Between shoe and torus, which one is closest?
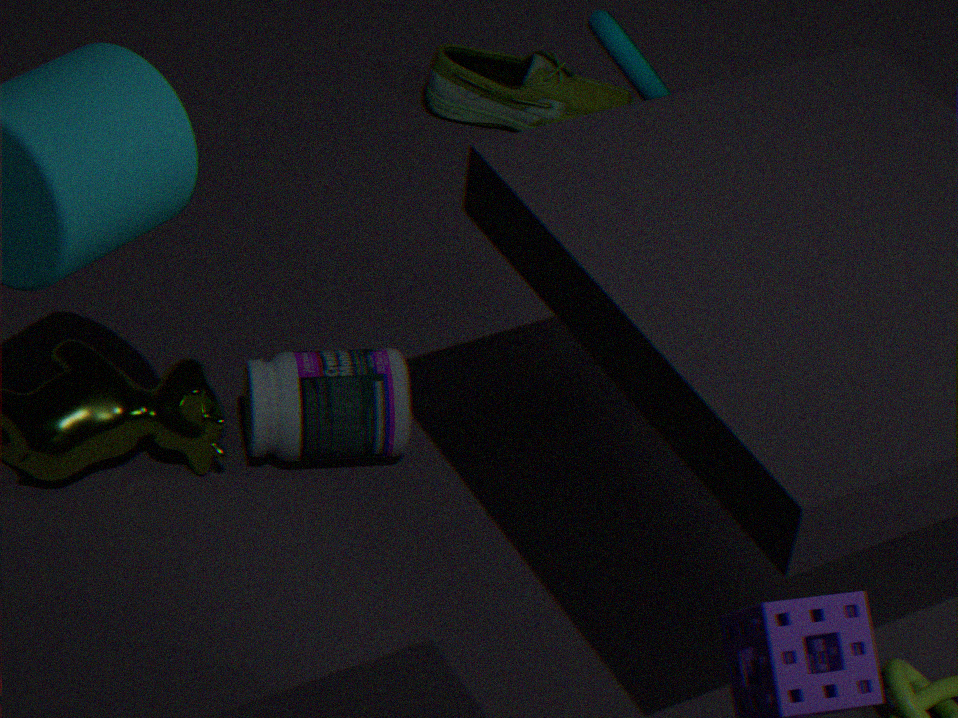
torus
